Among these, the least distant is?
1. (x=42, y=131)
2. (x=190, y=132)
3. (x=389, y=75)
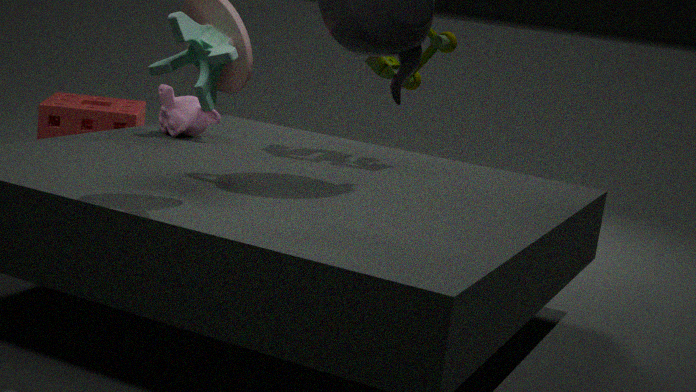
(x=389, y=75)
